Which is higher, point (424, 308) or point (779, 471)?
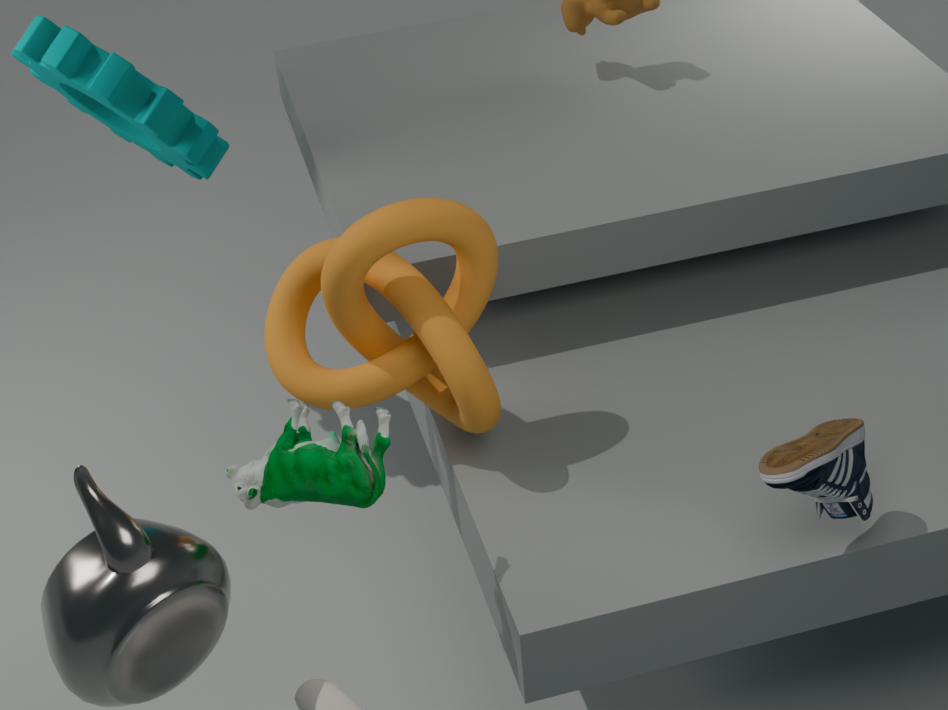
point (424, 308)
